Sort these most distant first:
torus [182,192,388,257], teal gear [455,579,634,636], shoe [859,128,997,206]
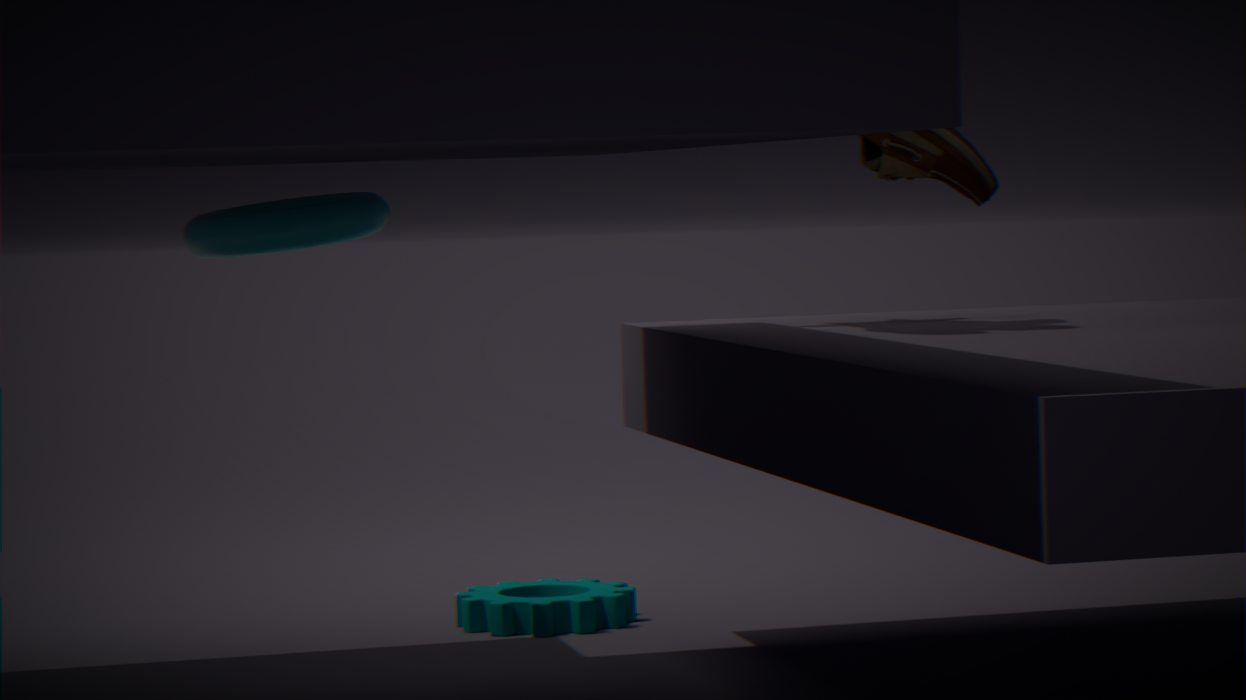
teal gear [455,579,634,636], shoe [859,128,997,206], torus [182,192,388,257]
